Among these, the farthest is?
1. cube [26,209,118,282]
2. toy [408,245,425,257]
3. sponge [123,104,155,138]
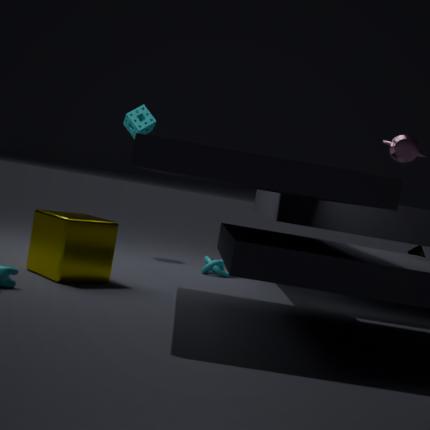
sponge [123,104,155,138]
